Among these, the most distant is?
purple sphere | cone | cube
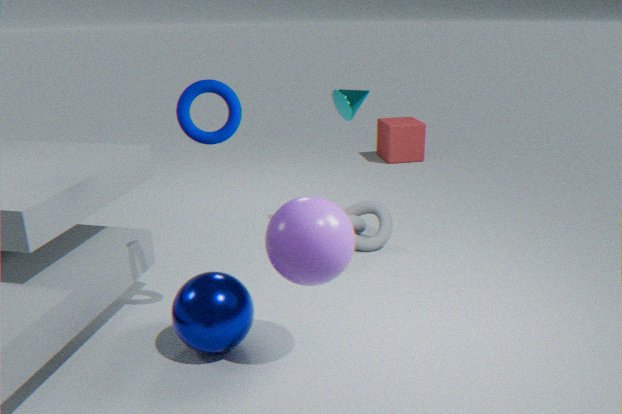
cube
